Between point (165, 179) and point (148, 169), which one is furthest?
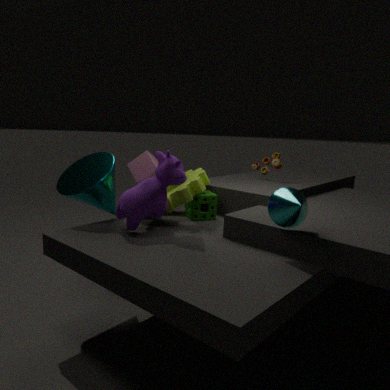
point (148, 169)
